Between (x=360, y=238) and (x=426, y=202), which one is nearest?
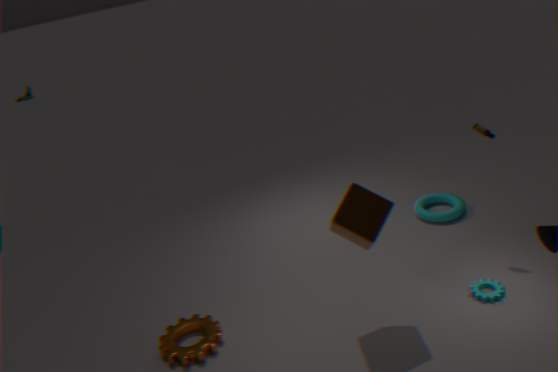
(x=360, y=238)
